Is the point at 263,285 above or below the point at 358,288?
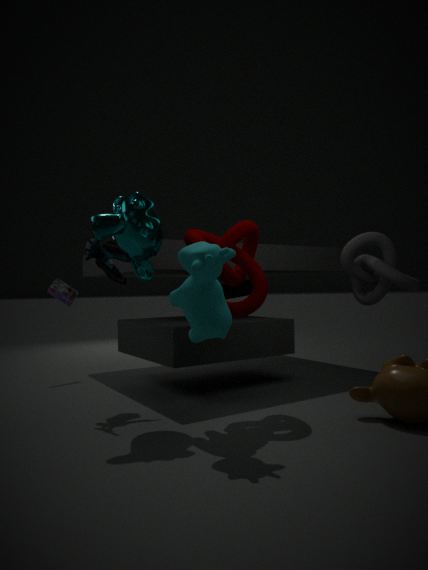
above
